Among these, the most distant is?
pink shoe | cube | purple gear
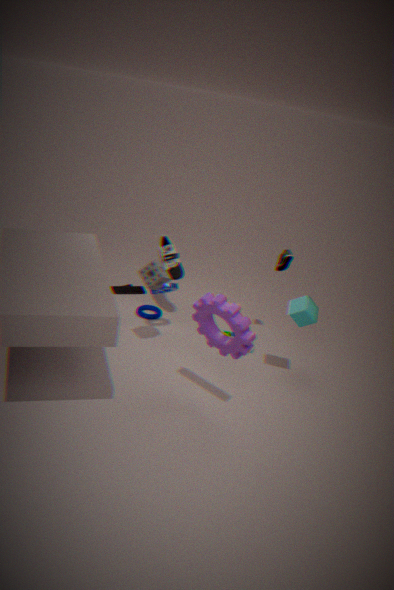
pink shoe
